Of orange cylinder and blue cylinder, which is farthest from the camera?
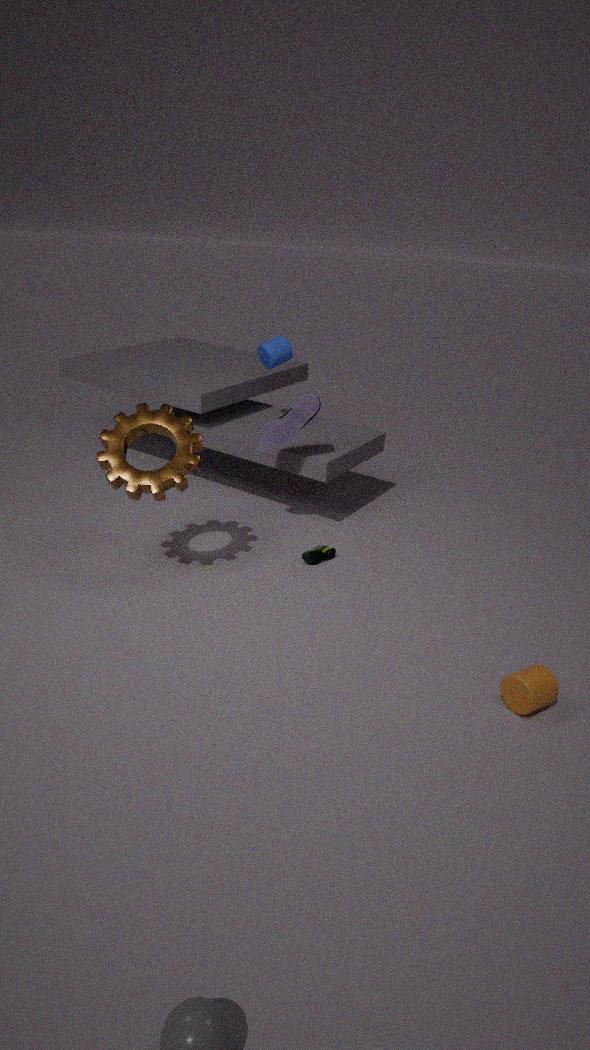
blue cylinder
